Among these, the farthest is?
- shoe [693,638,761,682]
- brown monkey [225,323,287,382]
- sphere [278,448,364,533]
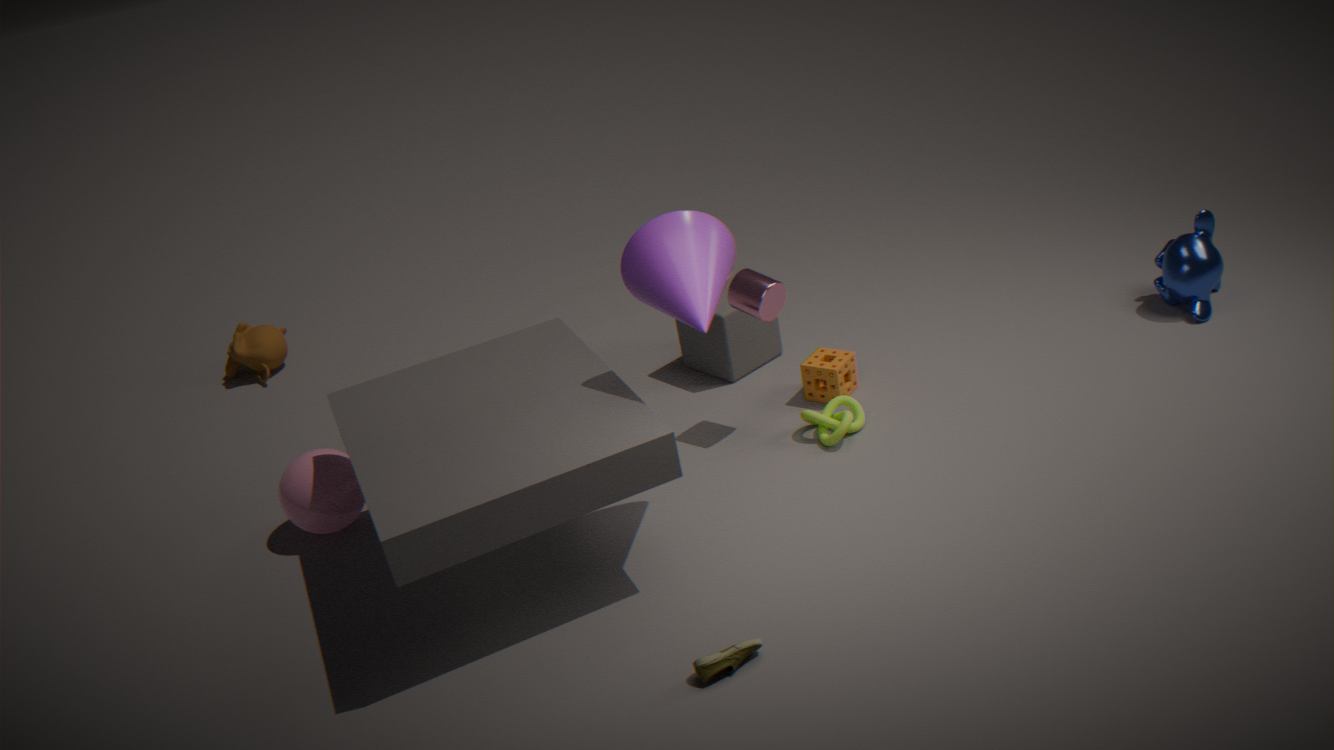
brown monkey [225,323,287,382]
